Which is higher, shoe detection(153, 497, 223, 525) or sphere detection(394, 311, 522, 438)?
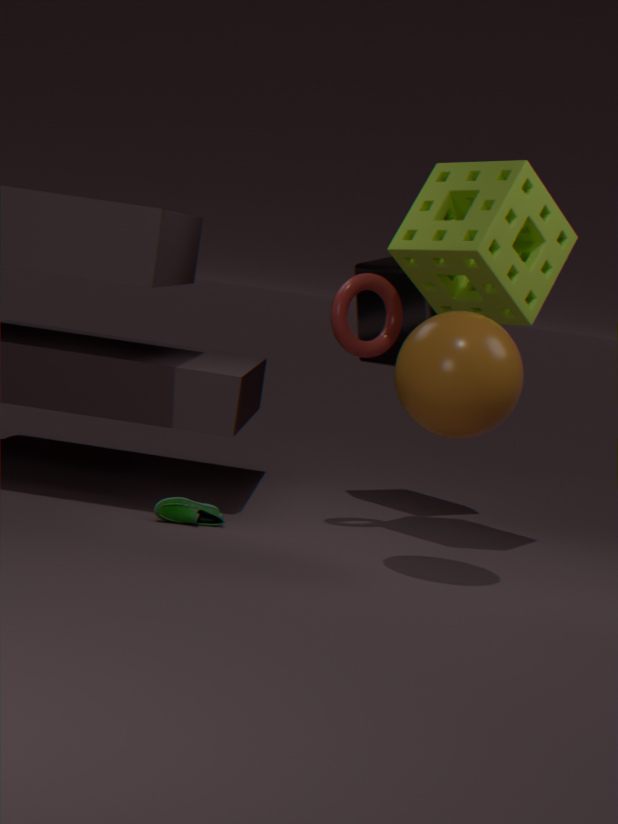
sphere detection(394, 311, 522, 438)
